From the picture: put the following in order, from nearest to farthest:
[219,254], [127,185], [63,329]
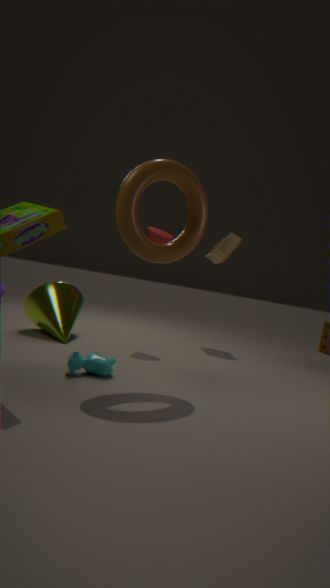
[127,185] < [63,329] < [219,254]
